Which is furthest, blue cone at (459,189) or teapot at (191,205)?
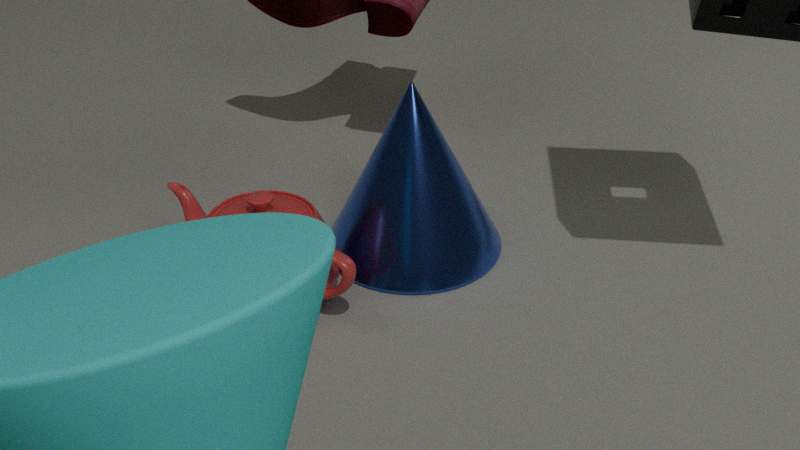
blue cone at (459,189)
